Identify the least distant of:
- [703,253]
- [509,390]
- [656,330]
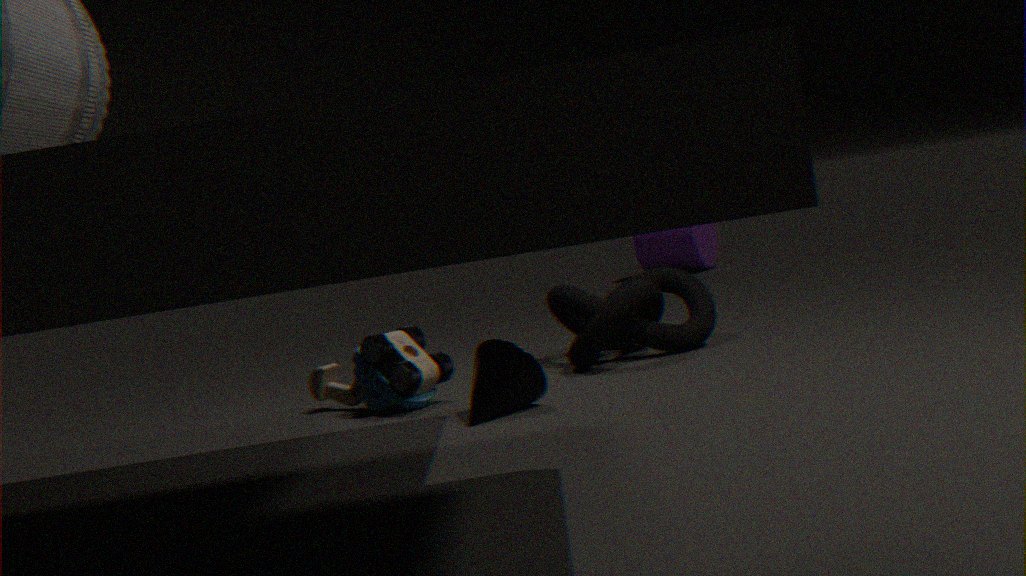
[509,390]
